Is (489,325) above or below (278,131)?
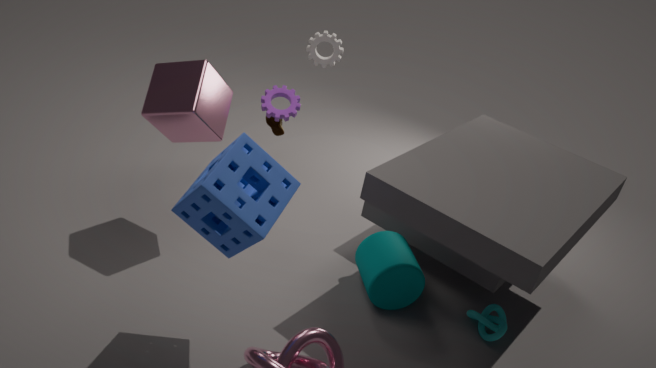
below
